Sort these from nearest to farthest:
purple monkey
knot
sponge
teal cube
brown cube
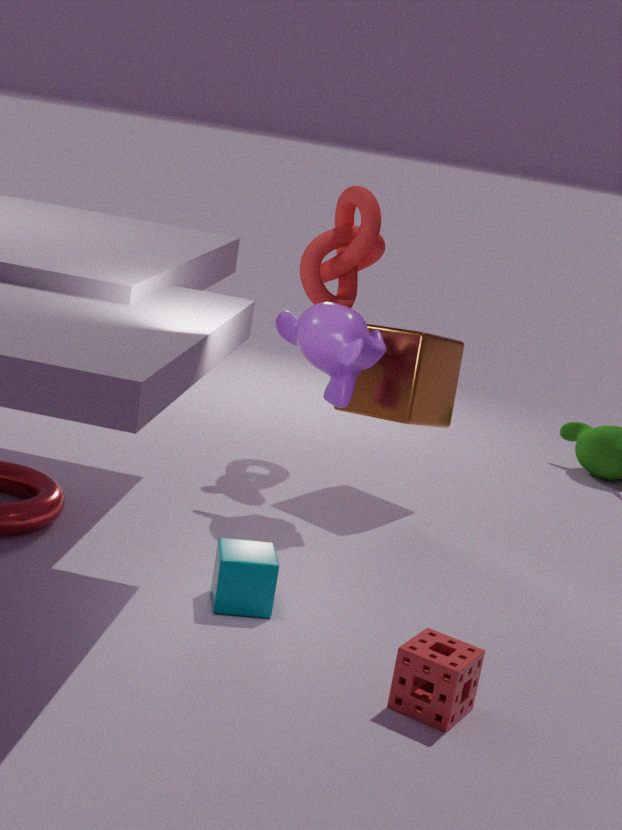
sponge, teal cube, purple monkey, brown cube, knot
